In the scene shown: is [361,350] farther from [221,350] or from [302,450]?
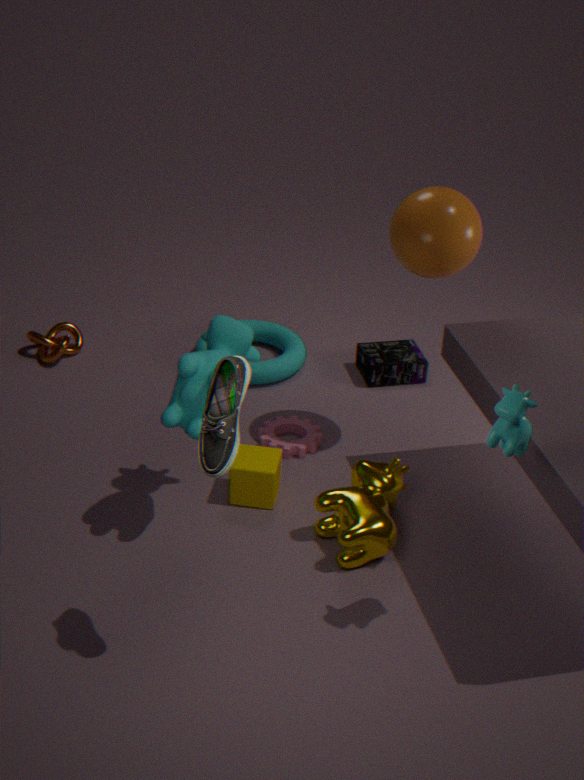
[221,350]
